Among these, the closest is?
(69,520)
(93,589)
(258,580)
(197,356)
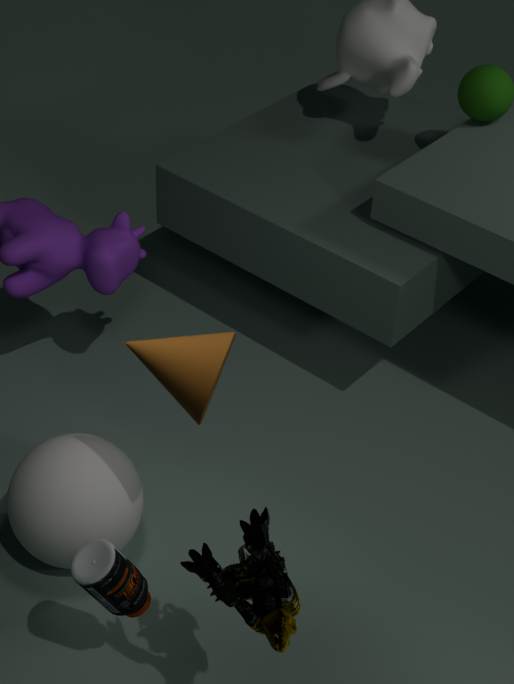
(258,580)
